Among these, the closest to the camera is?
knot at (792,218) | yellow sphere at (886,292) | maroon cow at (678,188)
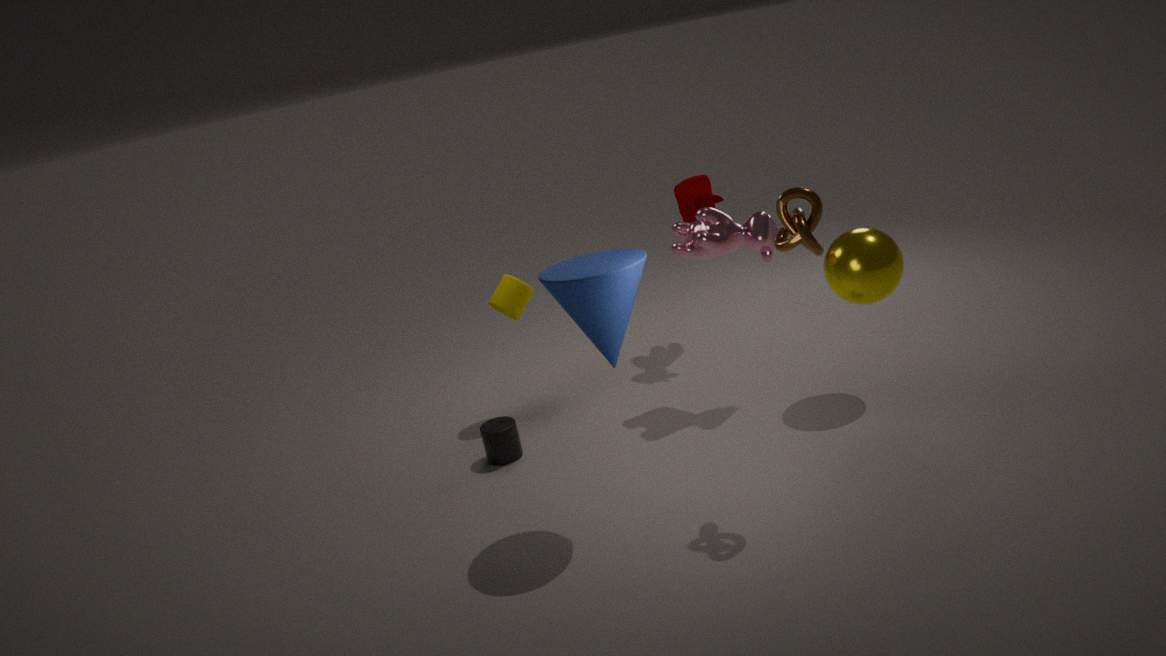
knot at (792,218)
